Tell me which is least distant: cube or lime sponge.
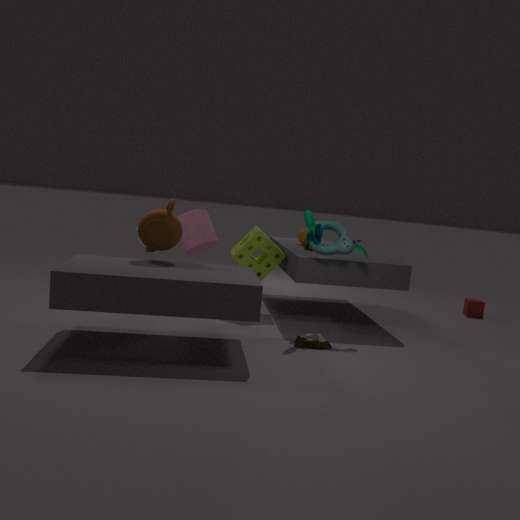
lime sponge
